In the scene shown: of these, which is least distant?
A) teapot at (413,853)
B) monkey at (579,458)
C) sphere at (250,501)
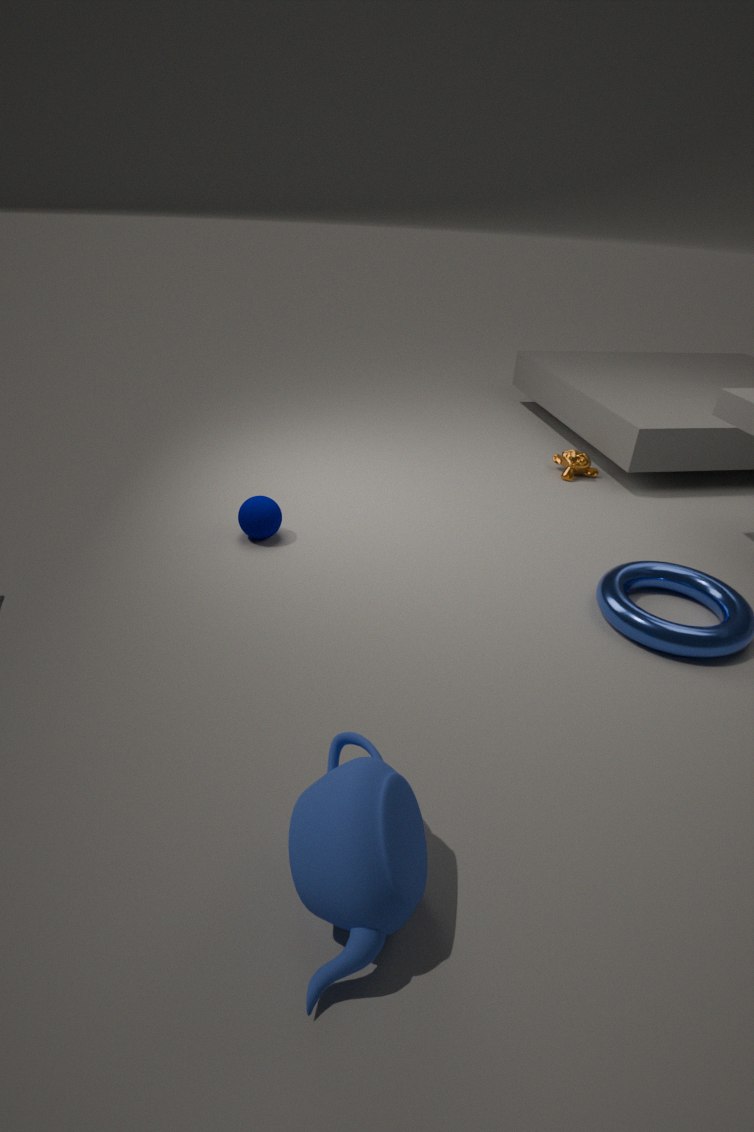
teapot at (413,853)
